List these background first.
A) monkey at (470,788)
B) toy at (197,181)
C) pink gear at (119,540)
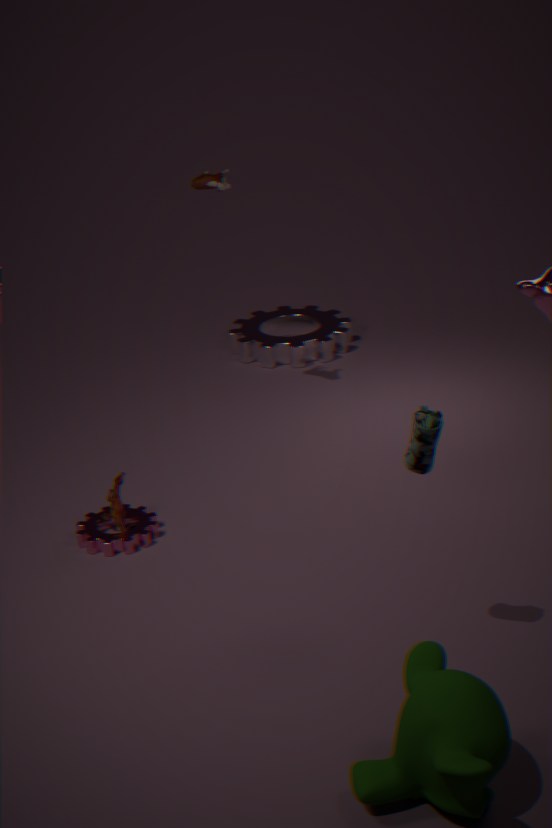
toy at (197,181), pink gear at (119,540), monkey at (470,788)
